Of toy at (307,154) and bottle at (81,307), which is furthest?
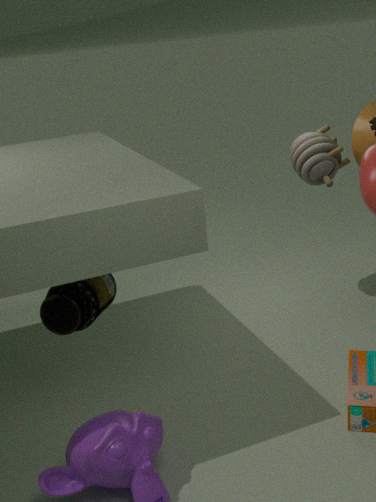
toy at (307,154)
